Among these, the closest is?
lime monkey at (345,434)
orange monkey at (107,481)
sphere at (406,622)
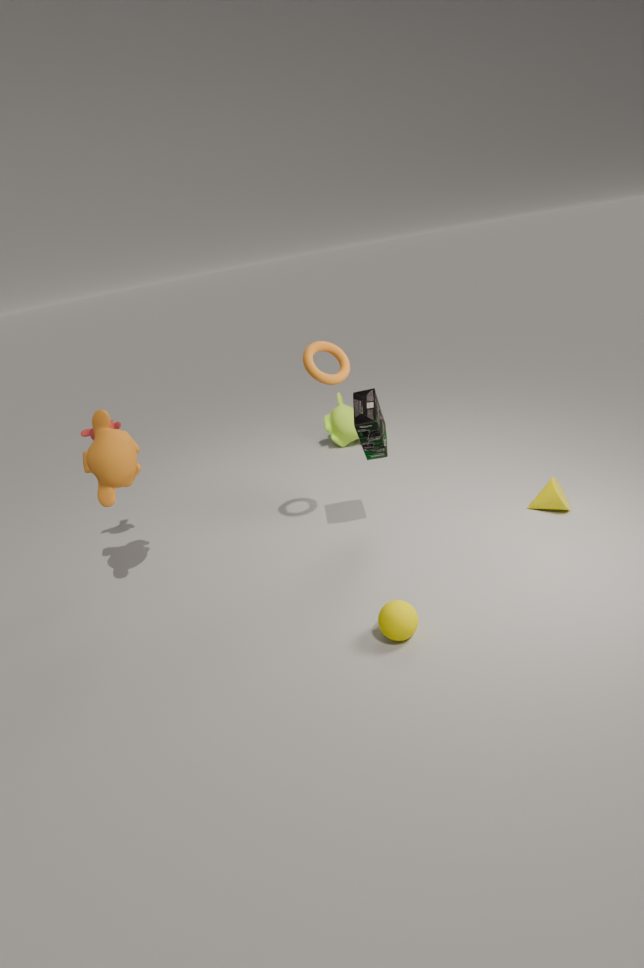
sphere at (406,622)
